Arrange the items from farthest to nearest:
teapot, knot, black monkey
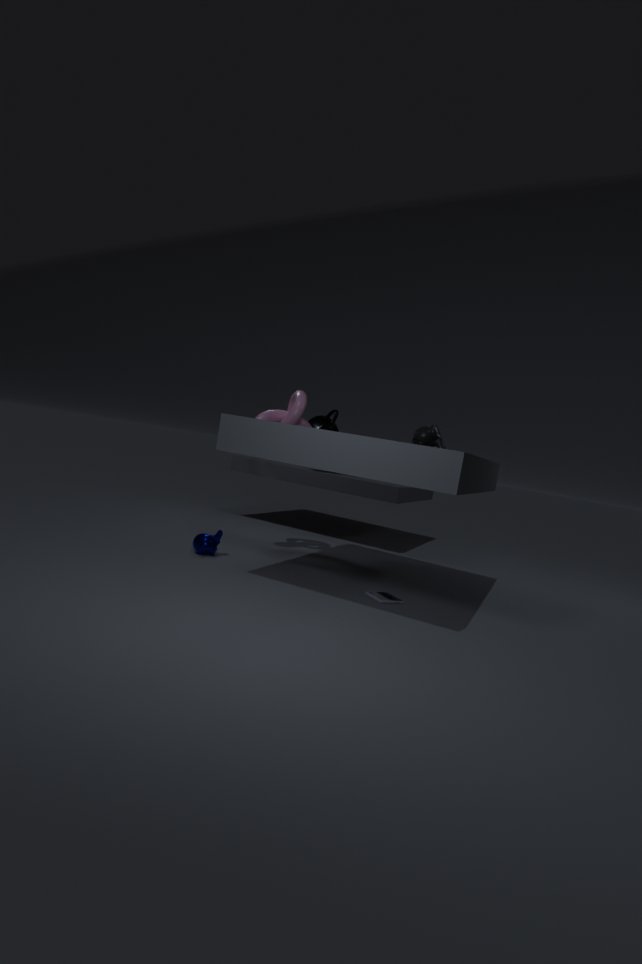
teapot
knot
black monkey
